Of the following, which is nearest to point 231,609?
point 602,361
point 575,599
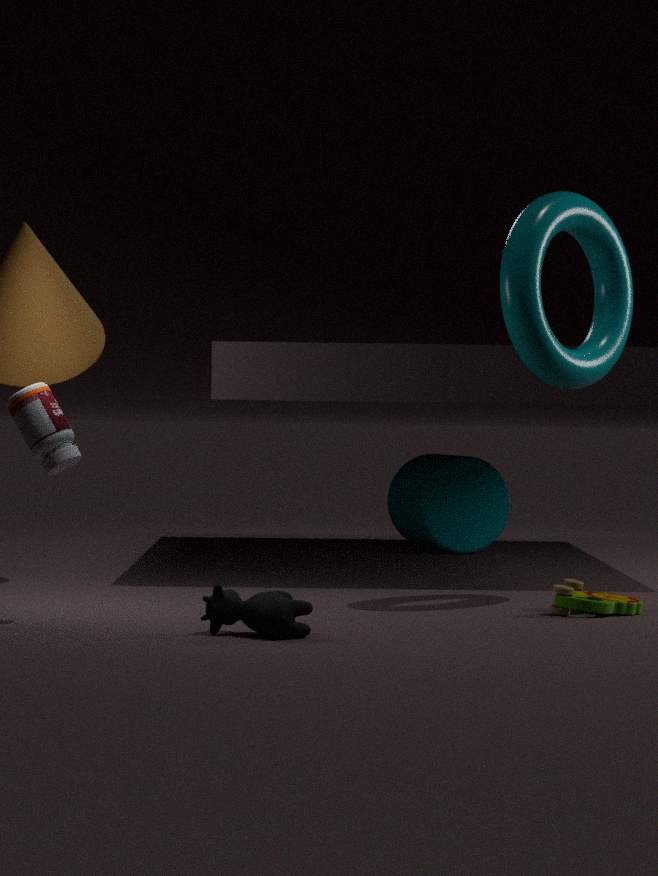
point 575,599
